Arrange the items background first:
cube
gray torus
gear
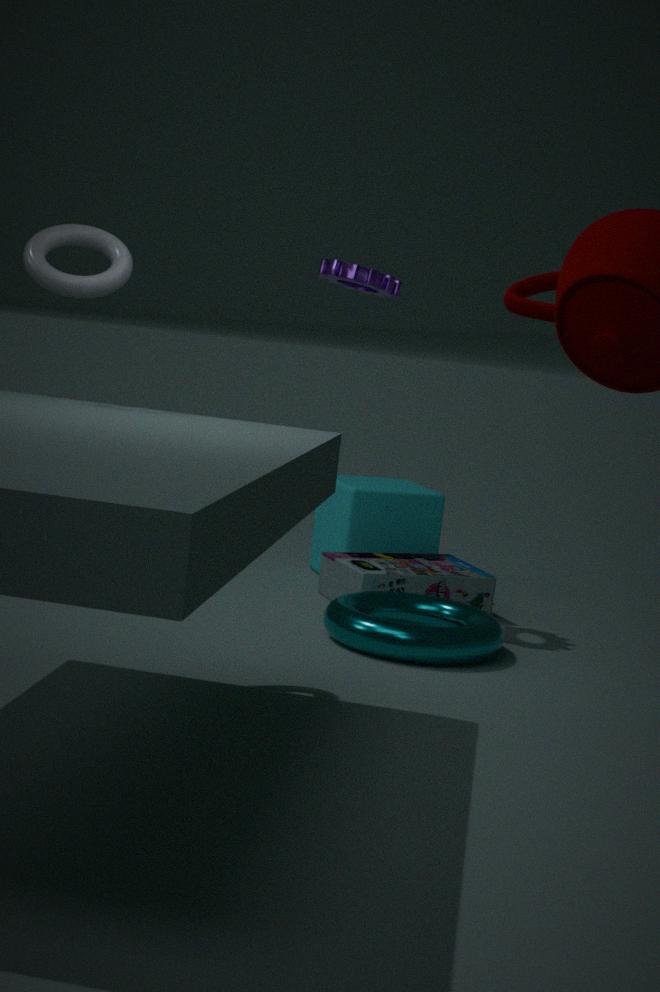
cube
gear
gray torus
